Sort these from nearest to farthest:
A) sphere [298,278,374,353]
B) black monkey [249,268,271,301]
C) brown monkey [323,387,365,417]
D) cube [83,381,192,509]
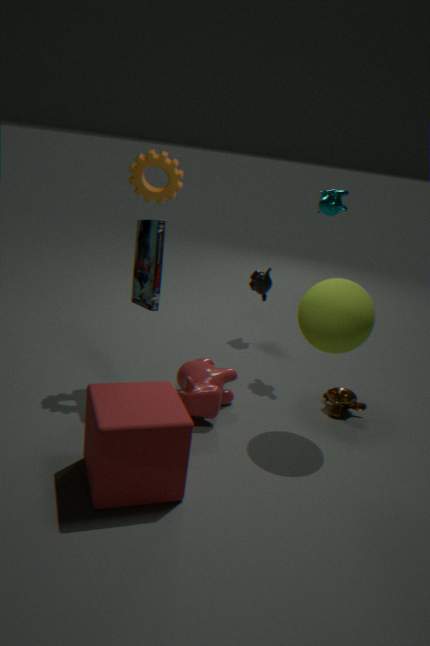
cube [83,381,192,509] < sphere [298,278,374,353] < brown monkey [323,387,365,417] < black monkey [249,268,271,301]
